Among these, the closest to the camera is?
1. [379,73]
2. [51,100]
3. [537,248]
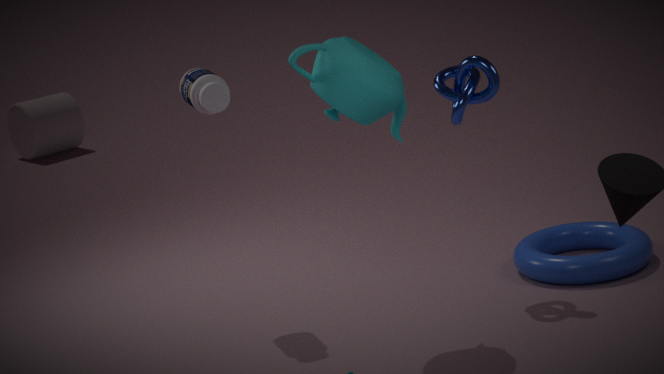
[379,73]
